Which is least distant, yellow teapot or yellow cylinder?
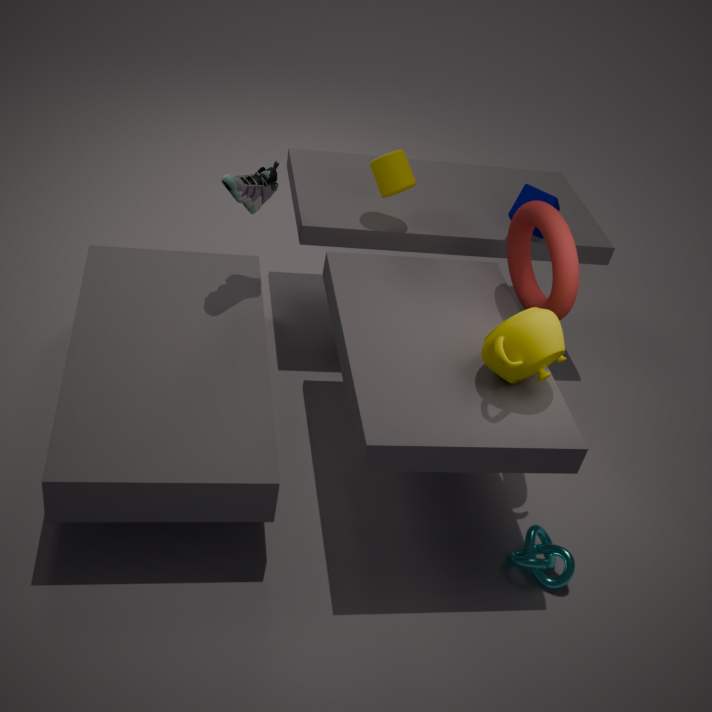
yellow teapot
